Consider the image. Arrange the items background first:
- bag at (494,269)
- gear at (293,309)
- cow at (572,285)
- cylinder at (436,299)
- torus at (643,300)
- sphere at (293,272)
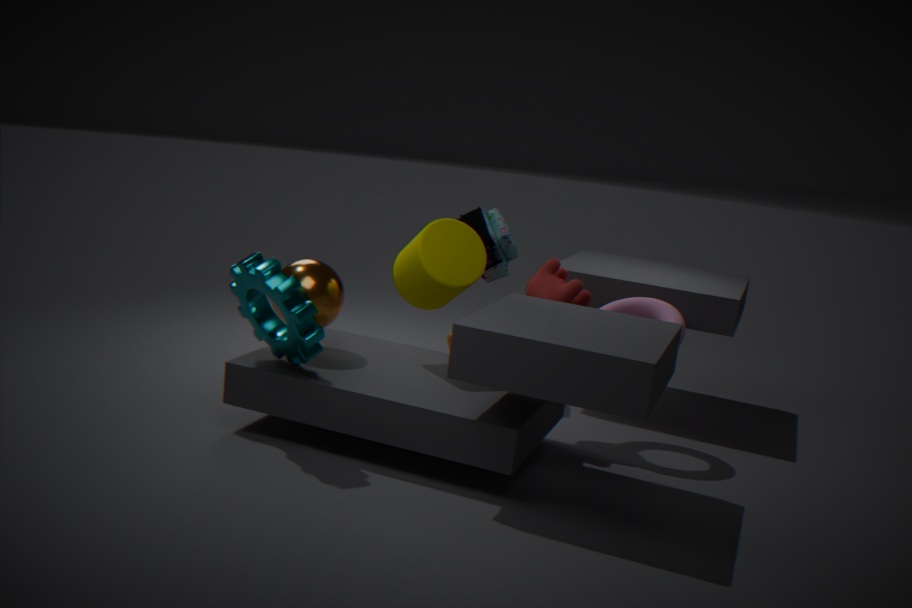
bag at (494,269), torus at (643,300), cow at (572,285), sphere at (293,272), cylinder at (436,299), gear at (293,309)
